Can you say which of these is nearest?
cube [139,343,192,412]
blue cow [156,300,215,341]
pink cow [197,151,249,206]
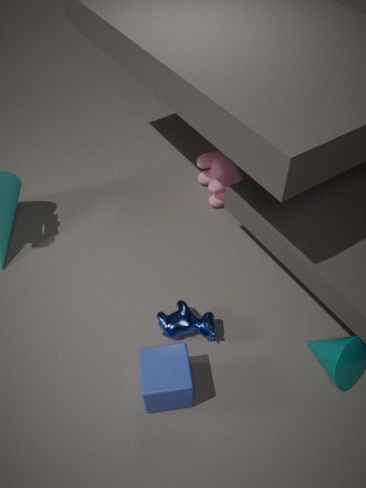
cube [139,343,192,412]
